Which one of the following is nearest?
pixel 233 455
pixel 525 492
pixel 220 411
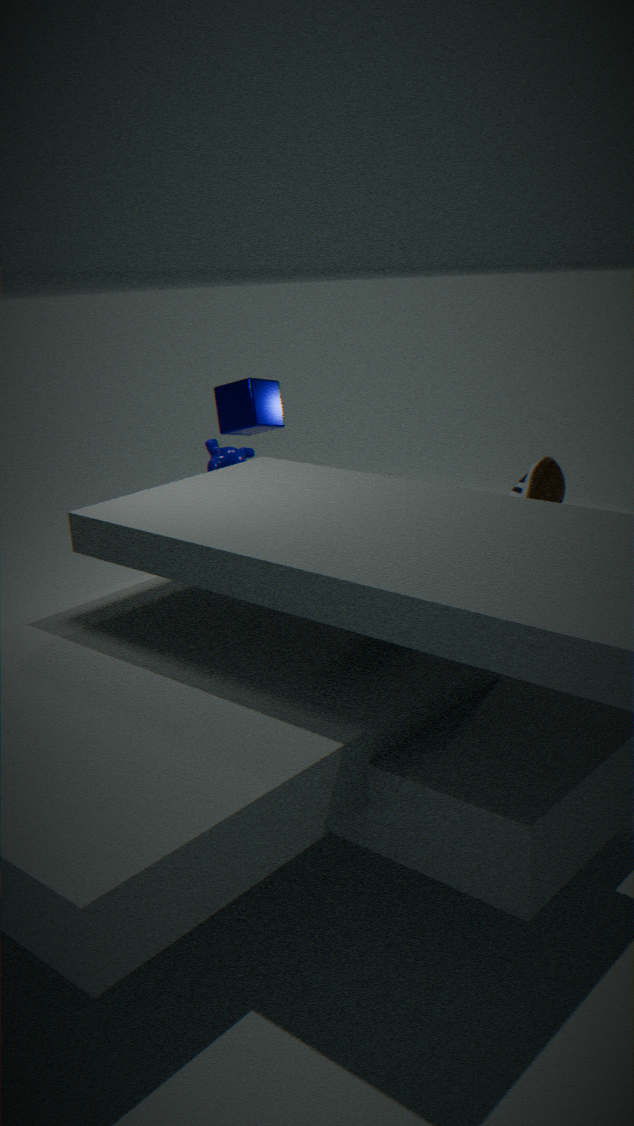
pixel 525 492
